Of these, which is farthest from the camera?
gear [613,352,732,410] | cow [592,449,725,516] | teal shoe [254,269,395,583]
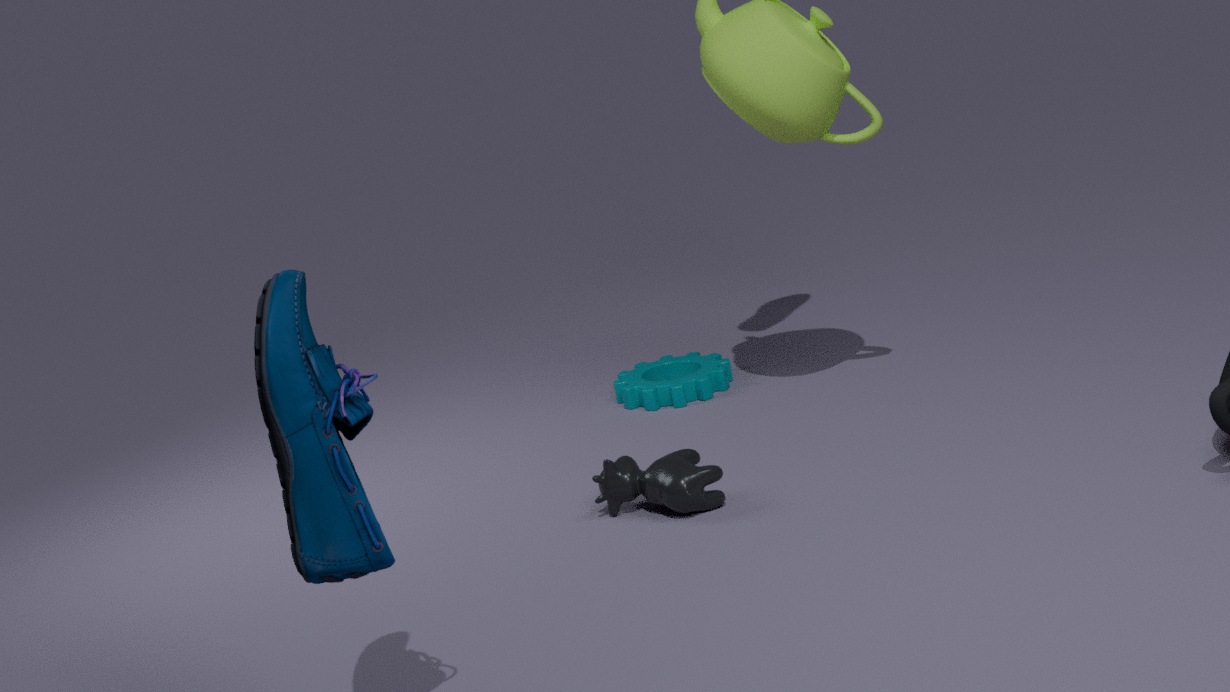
gear [613,352,732,410]
